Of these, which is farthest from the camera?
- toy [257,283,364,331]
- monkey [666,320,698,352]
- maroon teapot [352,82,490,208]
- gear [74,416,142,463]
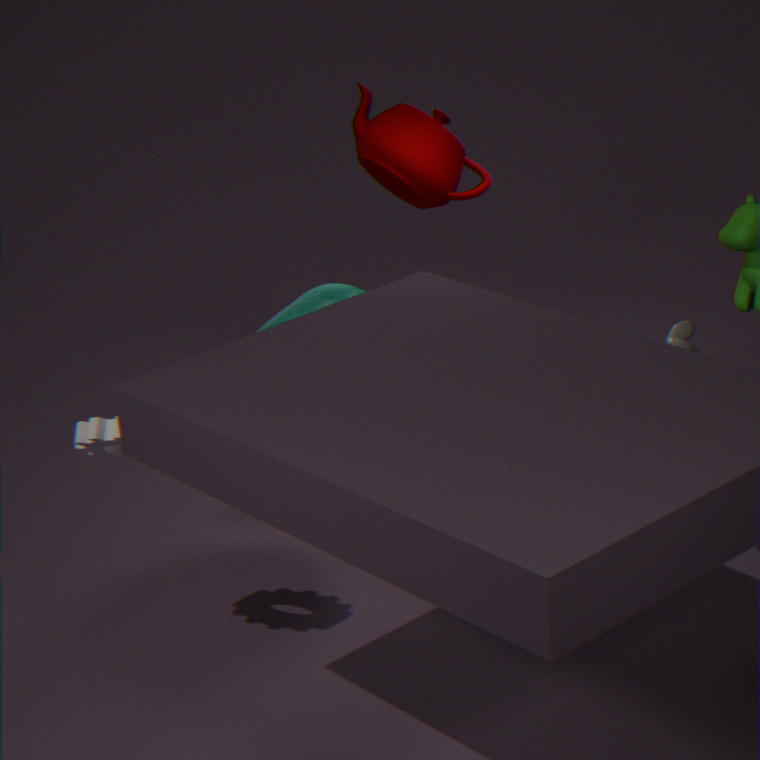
maroon teapot [352,82,490,208]
